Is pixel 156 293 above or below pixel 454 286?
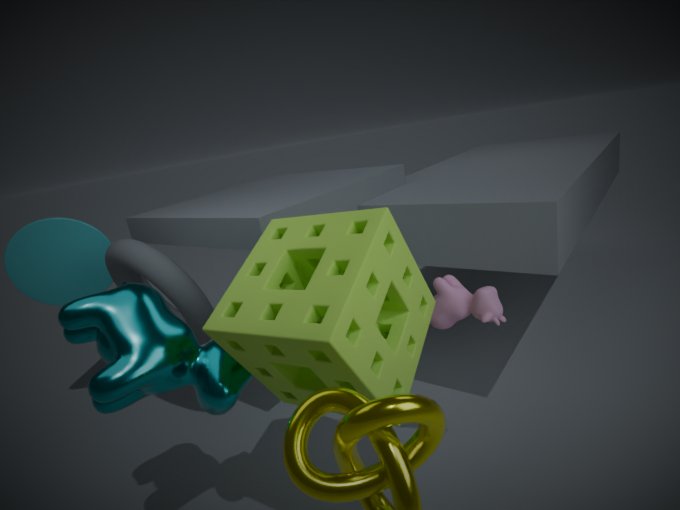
above
